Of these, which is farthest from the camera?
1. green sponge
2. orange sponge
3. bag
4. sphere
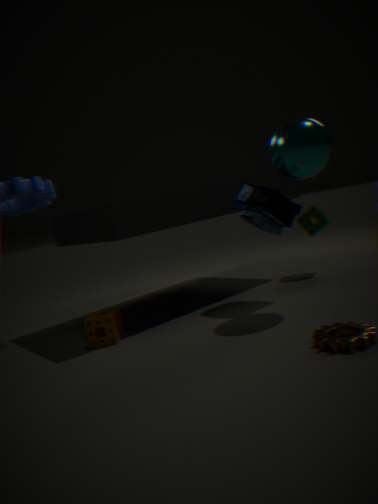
green sponge
